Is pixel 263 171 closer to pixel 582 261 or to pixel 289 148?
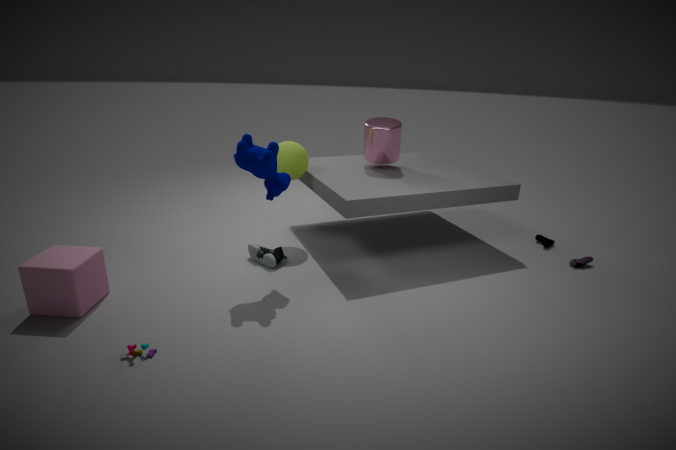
pixel 289 148
